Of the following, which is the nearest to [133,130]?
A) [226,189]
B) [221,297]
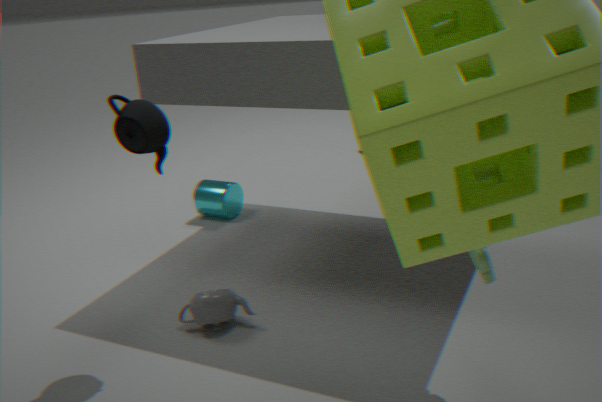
[221,297]
